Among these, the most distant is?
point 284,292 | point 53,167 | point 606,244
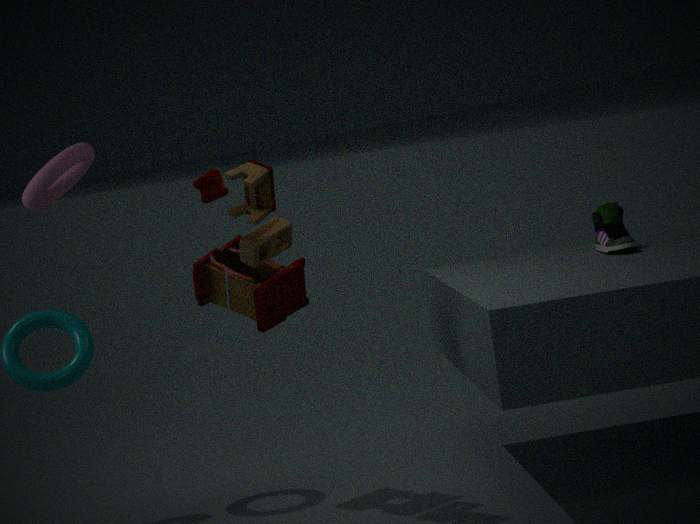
point 606,244
